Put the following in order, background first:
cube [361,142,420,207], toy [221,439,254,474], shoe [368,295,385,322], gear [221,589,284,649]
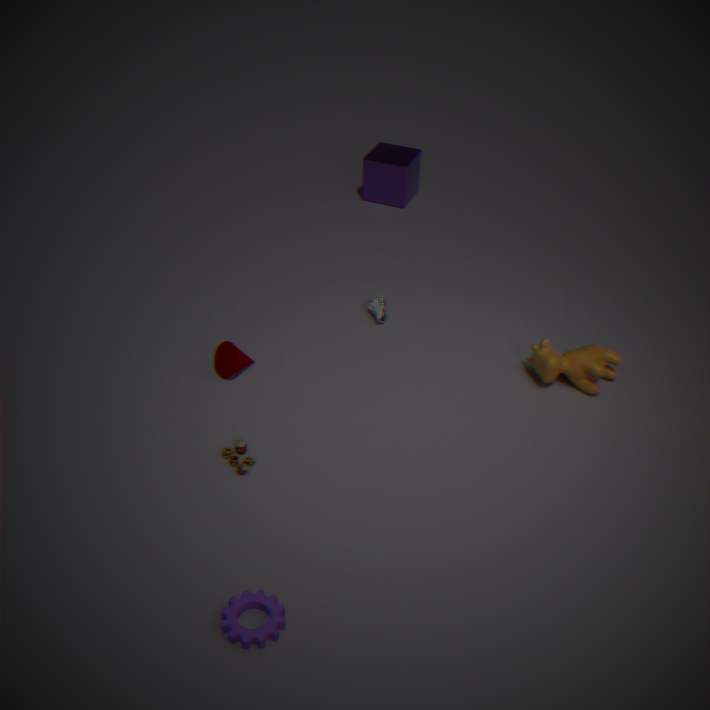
cube [361,142,420,207], shoe [368,295,385,322], toy [221,439,254,474], gear [221,589,284,649]
